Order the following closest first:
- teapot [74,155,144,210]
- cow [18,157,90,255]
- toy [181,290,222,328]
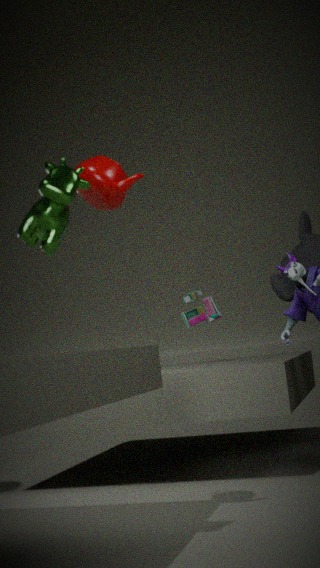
cow [18,157,90,255]
teapot [74,155,144,210]
toy [181,290,222,328]
